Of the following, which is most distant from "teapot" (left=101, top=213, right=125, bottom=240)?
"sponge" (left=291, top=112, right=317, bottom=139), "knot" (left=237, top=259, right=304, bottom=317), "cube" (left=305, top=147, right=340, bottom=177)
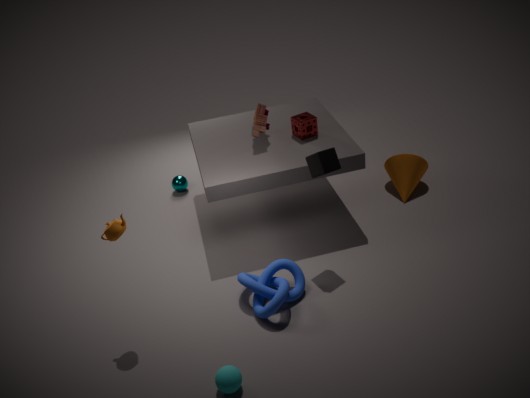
"sponge" (left=291, top=112, right=317, bottom=139)
